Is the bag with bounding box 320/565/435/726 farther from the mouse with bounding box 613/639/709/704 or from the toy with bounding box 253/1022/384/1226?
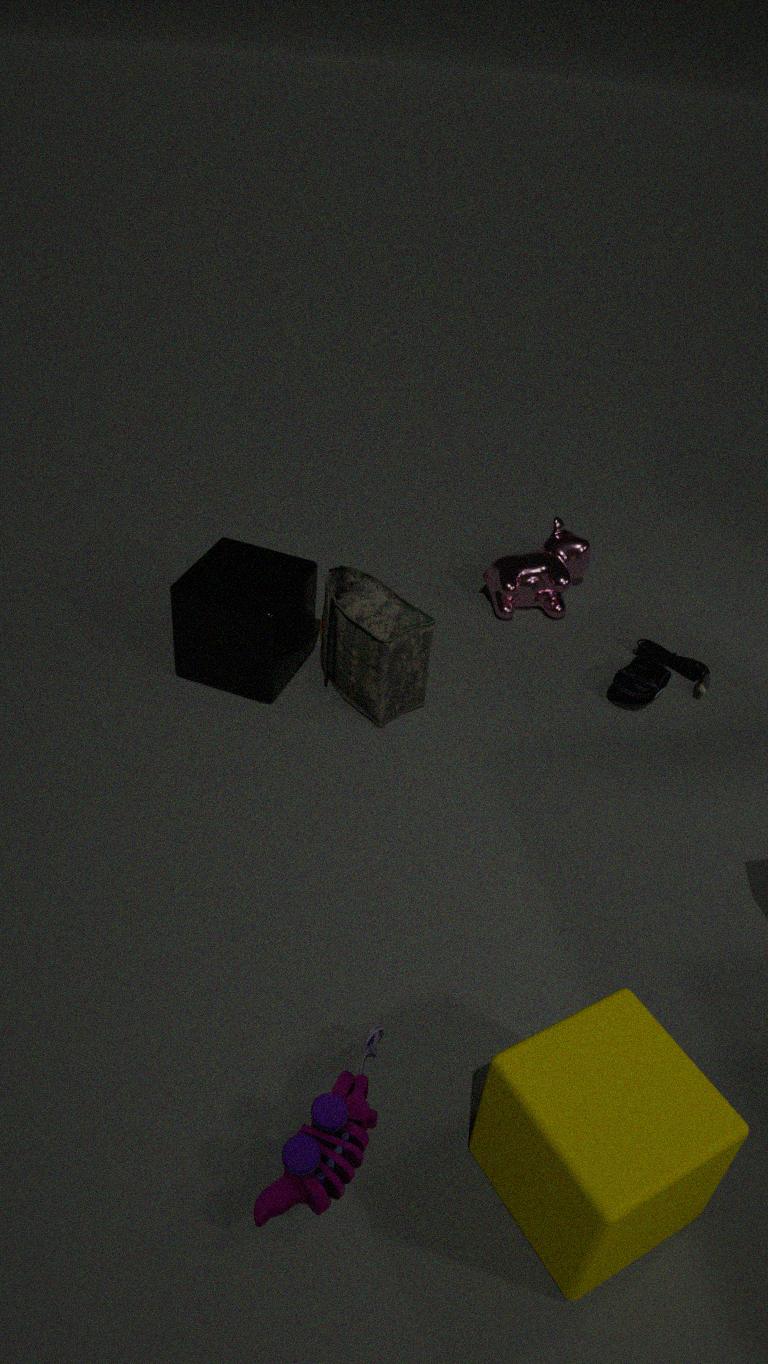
the toy with bounding box 253/1022/384/1226
